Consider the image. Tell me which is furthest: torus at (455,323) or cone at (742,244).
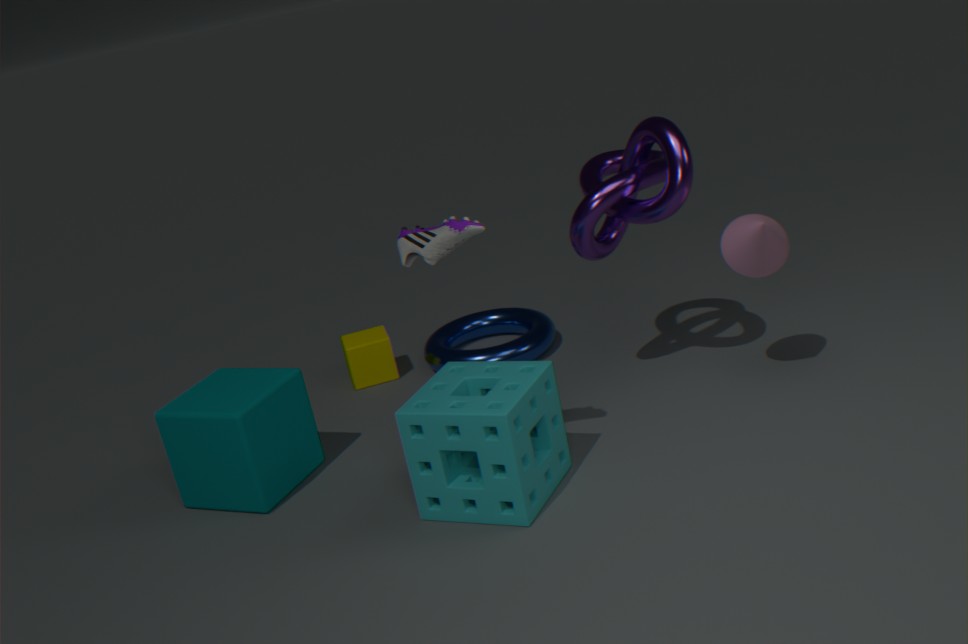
torus at (455,323)
